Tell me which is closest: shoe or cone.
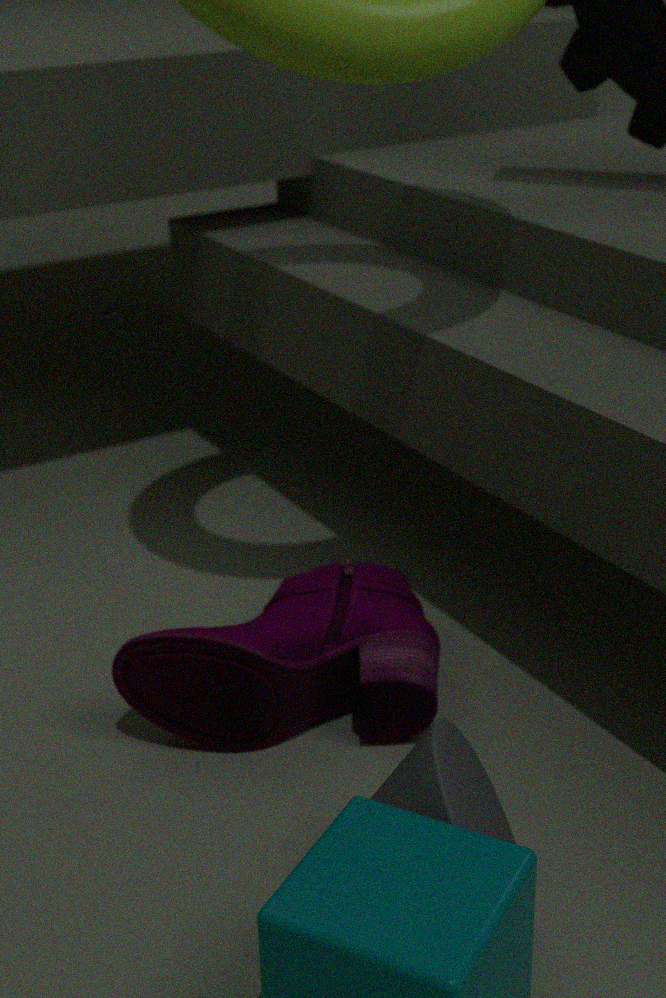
cone
